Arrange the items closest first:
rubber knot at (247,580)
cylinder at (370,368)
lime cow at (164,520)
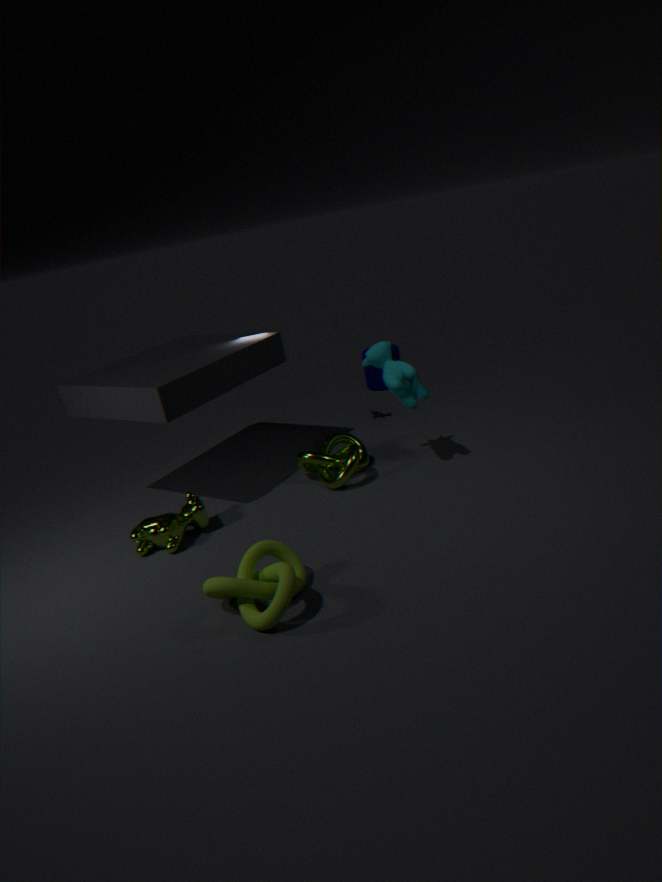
1. rubber knot at (247,580)
2. lime cow at (164,520)
3. cylinder at (370,368)
